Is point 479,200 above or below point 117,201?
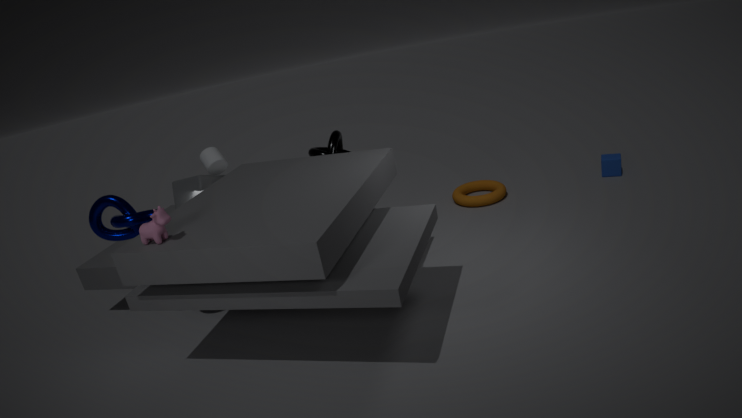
below
